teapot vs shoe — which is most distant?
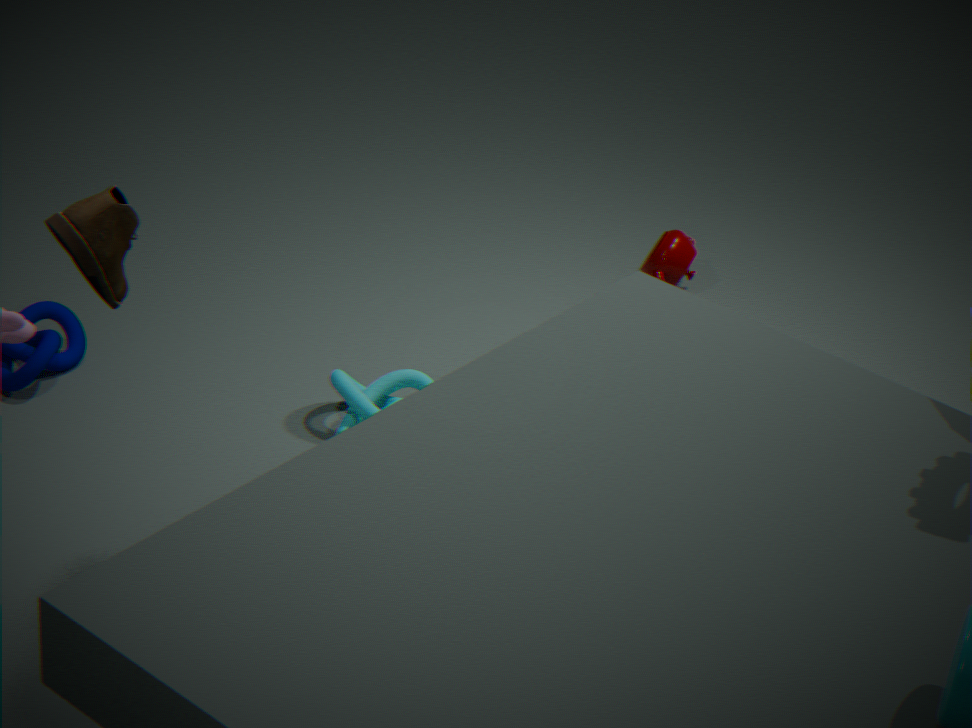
teapot
